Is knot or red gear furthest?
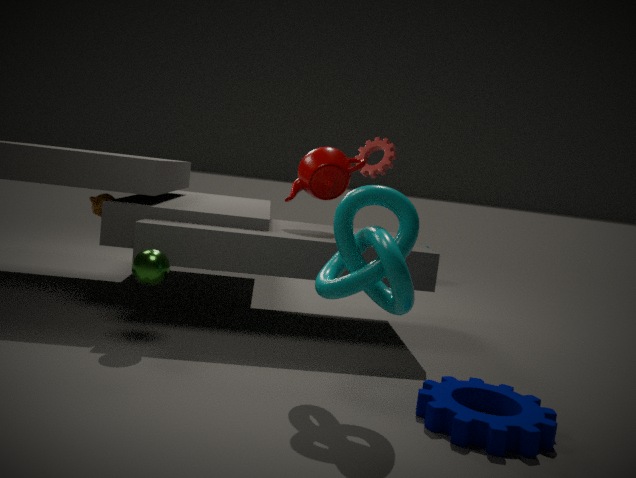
red gear
